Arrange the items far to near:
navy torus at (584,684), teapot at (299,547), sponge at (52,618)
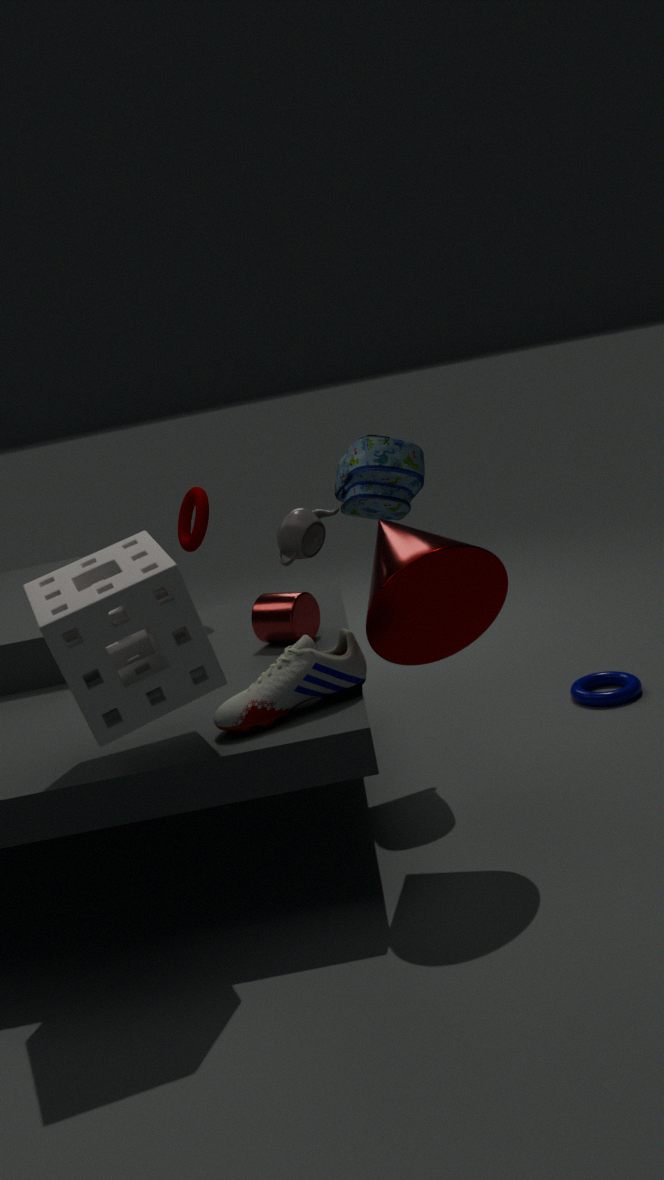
navy torus at (584,684) < teapot at (299,547) < sponge at (52,618)
